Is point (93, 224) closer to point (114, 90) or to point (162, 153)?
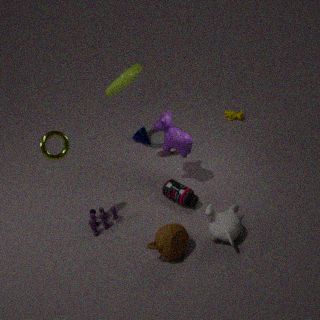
point (162, 153)
